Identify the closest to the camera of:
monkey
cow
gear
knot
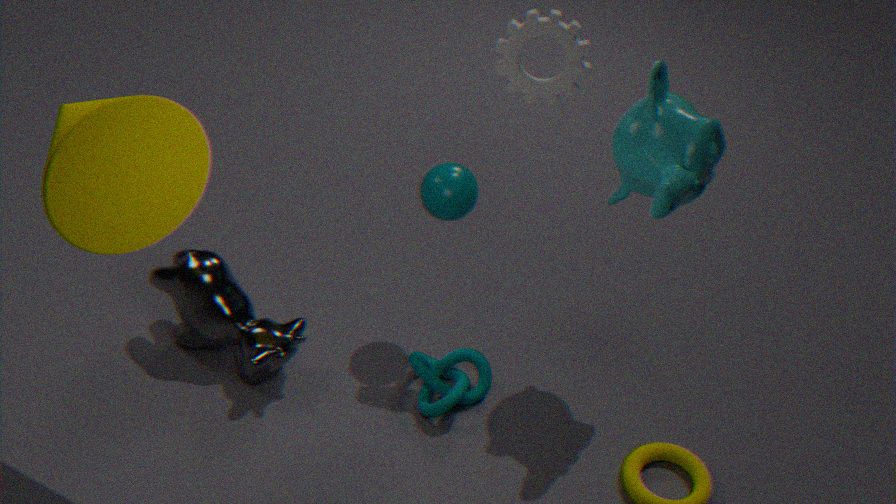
monkey
